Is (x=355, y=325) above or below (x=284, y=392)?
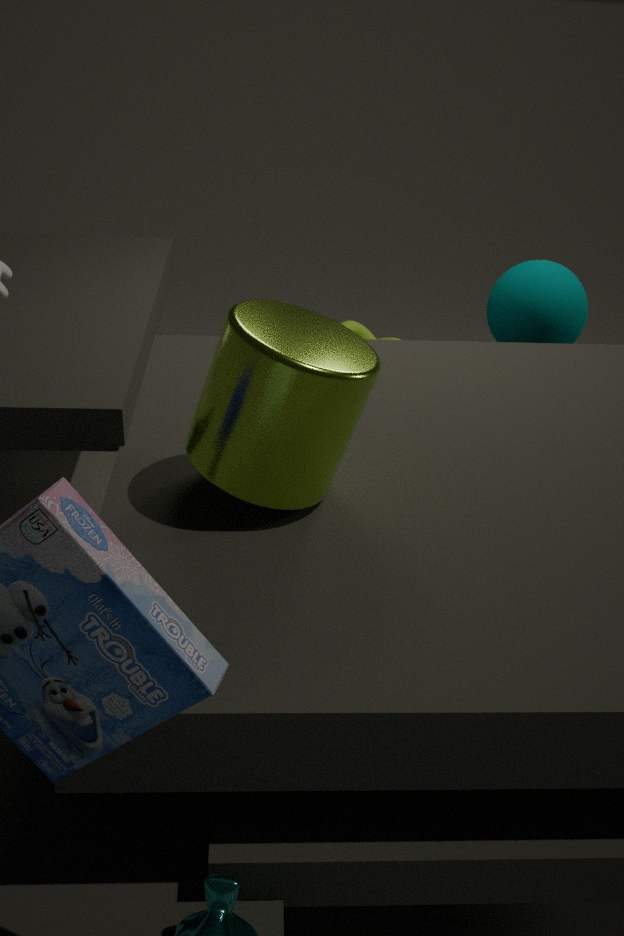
below
